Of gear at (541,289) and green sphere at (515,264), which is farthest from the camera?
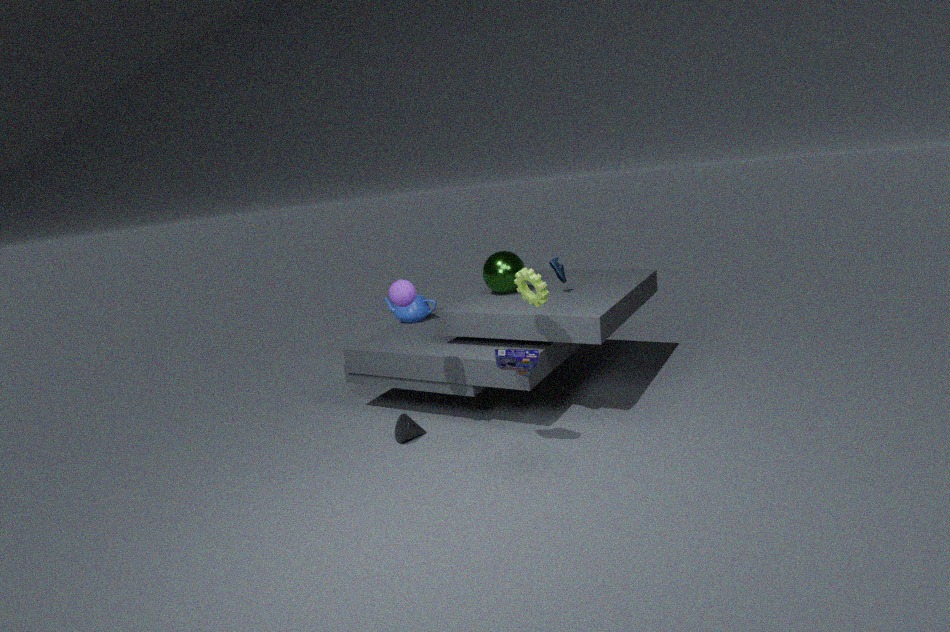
green sphere at (515,264)
